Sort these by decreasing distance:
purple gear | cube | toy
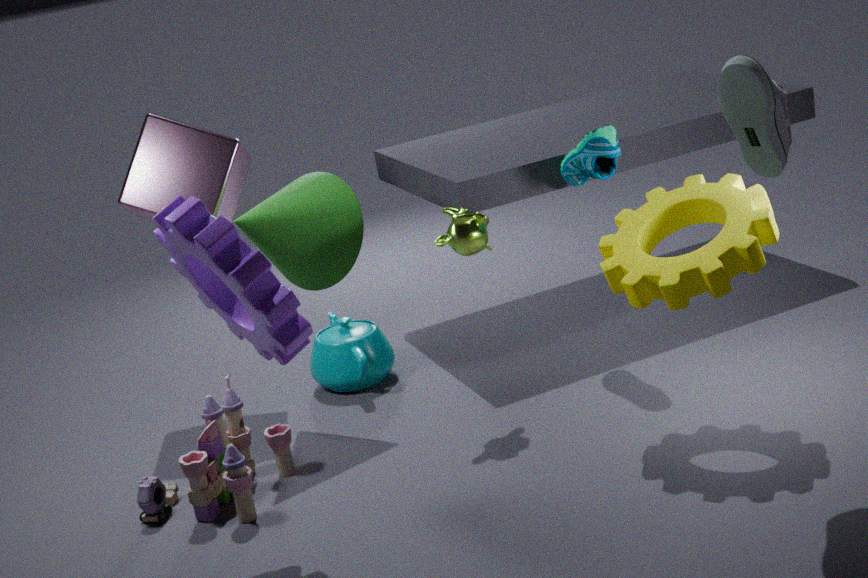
1. cube
2. toy
3. purple gear
